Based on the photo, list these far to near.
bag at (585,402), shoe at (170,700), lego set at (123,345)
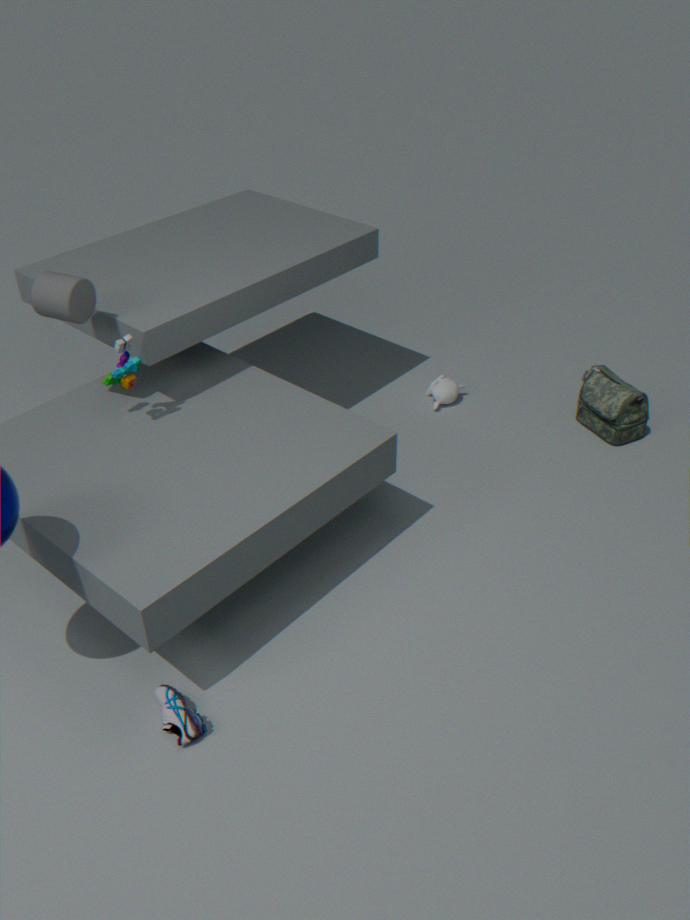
1. bag at (585,402)
2. lego set at (123,345)
3. shoe at (170,700)
